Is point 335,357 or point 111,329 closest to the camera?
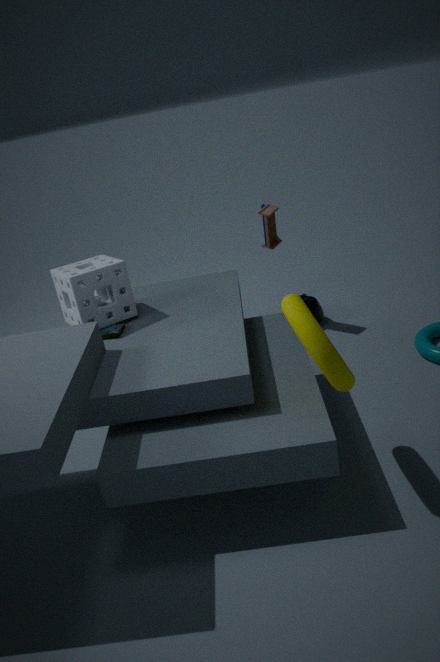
point 335,357
